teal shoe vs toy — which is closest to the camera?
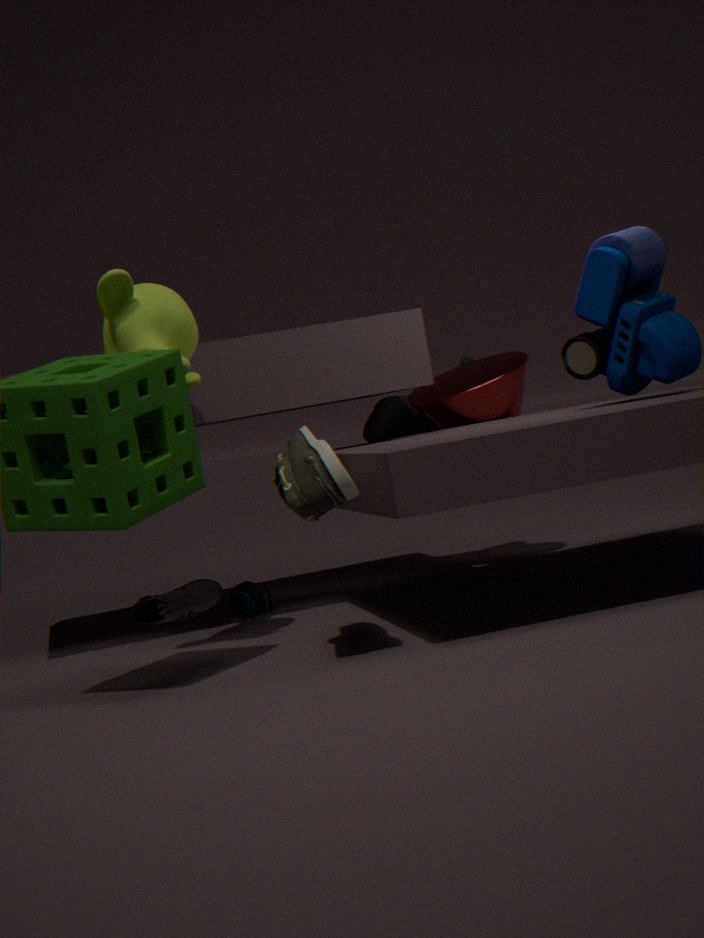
toy
